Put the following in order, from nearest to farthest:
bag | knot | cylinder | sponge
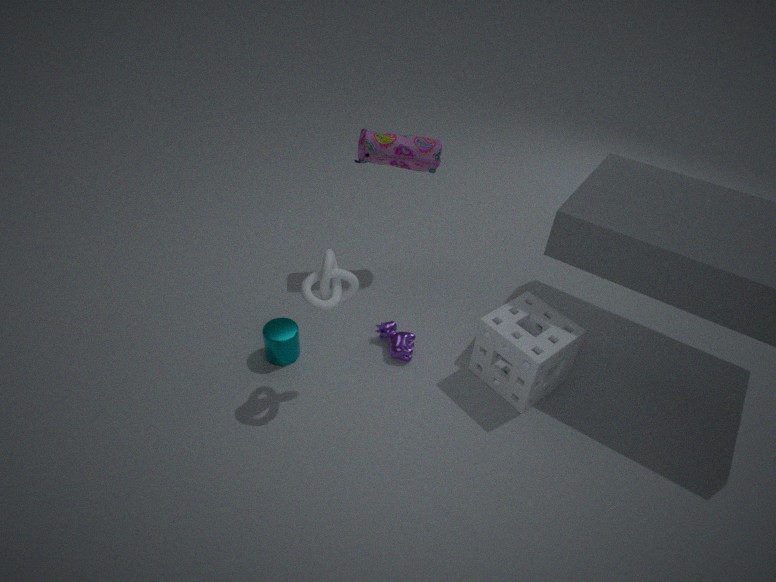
knot, sponge, cylinder, bag
